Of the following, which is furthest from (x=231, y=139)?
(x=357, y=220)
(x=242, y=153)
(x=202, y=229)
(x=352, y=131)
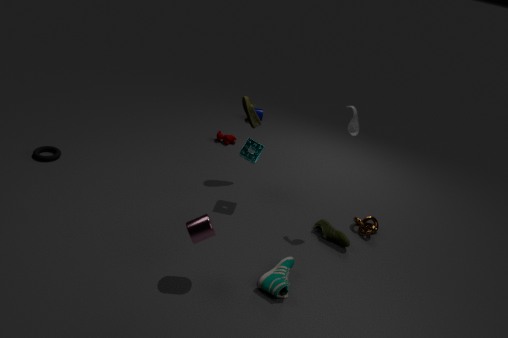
(x=202, y=229)
